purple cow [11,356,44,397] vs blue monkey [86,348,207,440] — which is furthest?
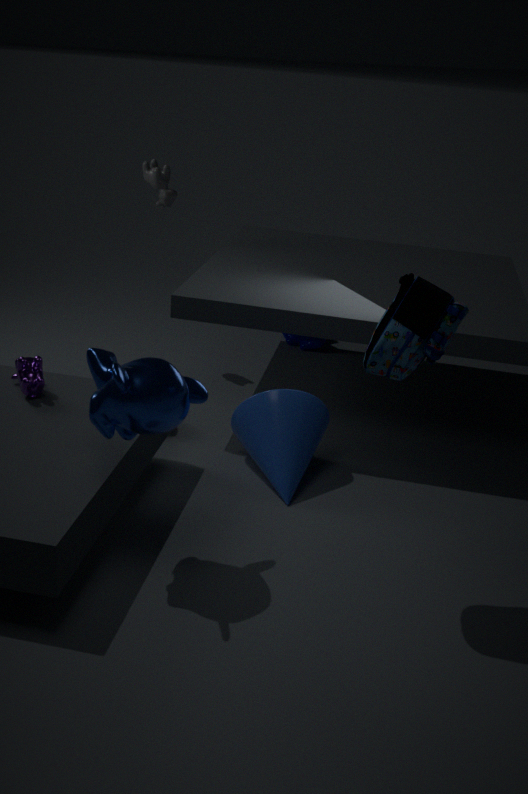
purple cow [11,356,44,397]
